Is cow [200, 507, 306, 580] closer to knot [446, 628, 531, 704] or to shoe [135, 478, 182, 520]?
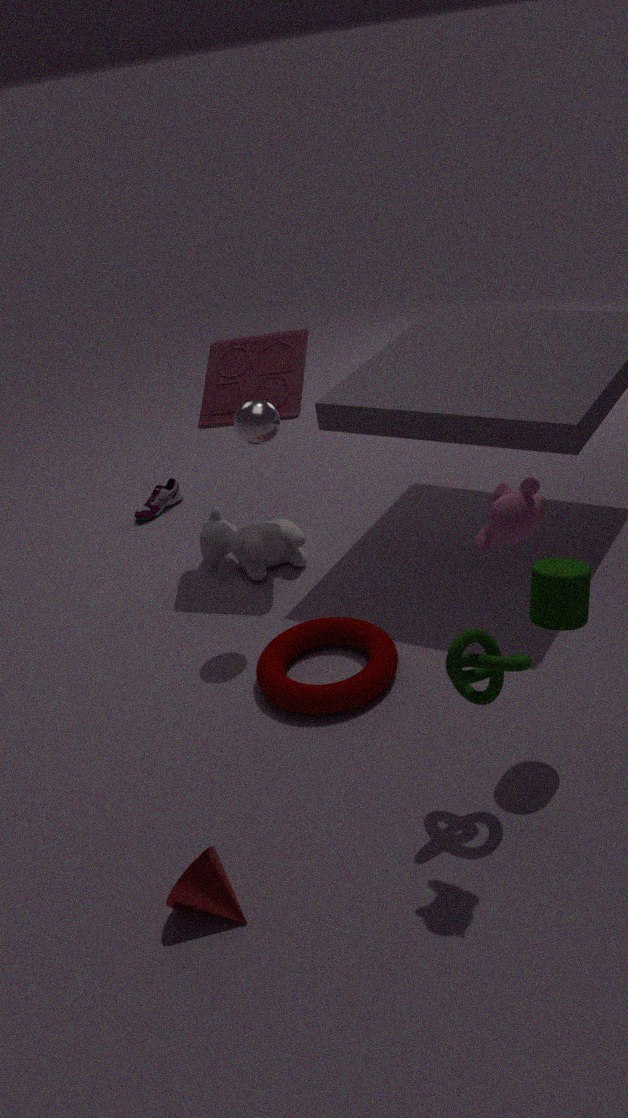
shoe [135, 478, 182, 520]
